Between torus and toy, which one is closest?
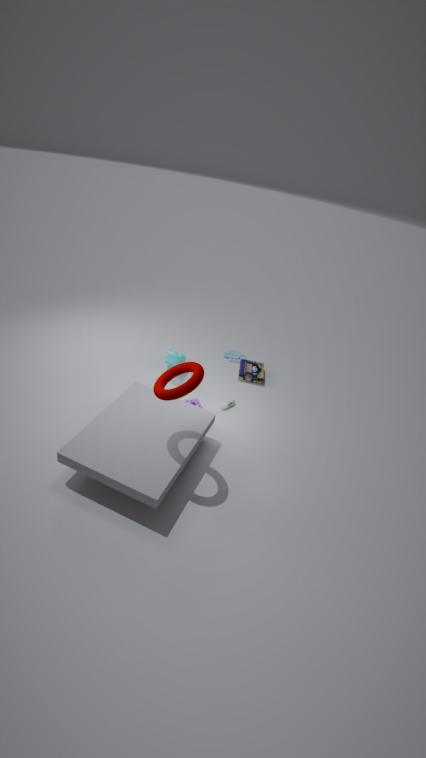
torus
